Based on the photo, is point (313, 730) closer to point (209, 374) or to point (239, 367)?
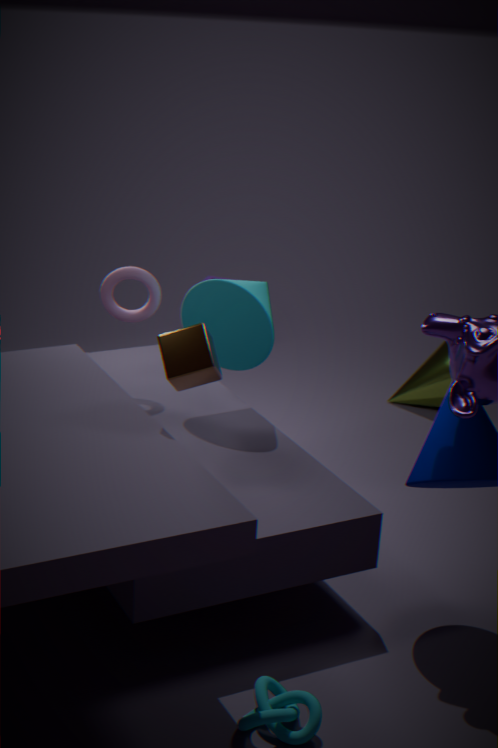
point (209, 374)
